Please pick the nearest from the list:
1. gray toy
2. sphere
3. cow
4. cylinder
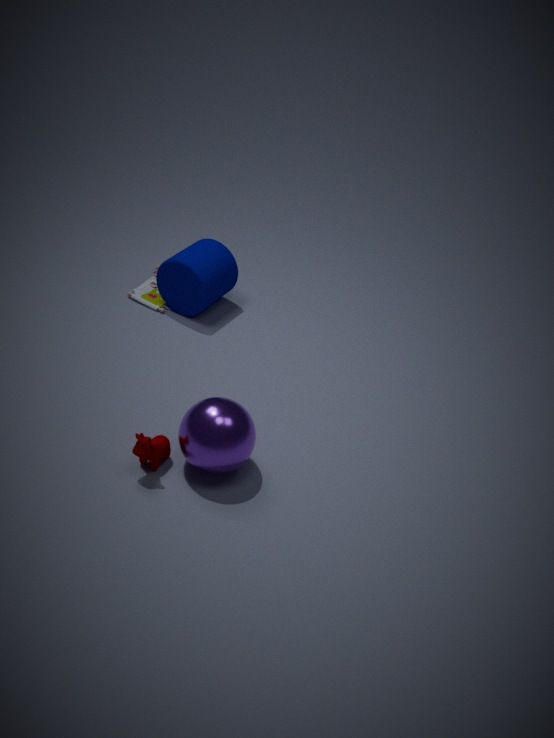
sphere
